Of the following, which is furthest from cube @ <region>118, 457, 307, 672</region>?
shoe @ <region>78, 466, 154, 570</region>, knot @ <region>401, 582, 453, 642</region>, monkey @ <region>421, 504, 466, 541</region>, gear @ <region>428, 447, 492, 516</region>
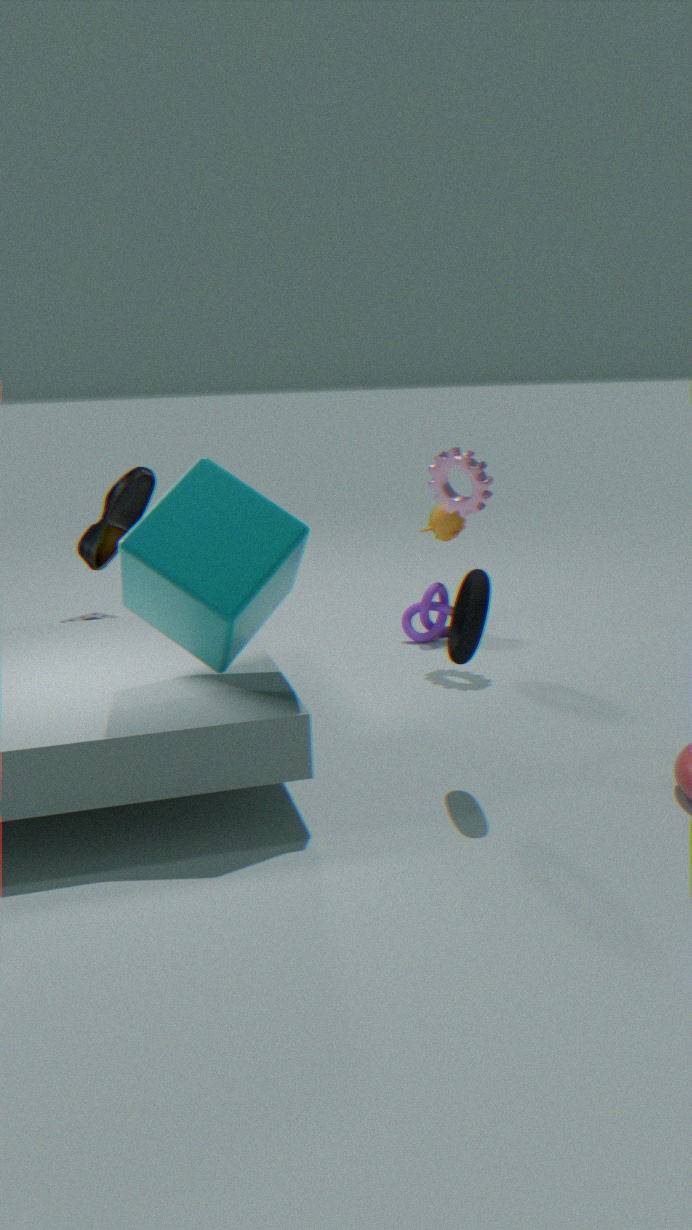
monkey @ <region>421, 504, 466, 541</region>
